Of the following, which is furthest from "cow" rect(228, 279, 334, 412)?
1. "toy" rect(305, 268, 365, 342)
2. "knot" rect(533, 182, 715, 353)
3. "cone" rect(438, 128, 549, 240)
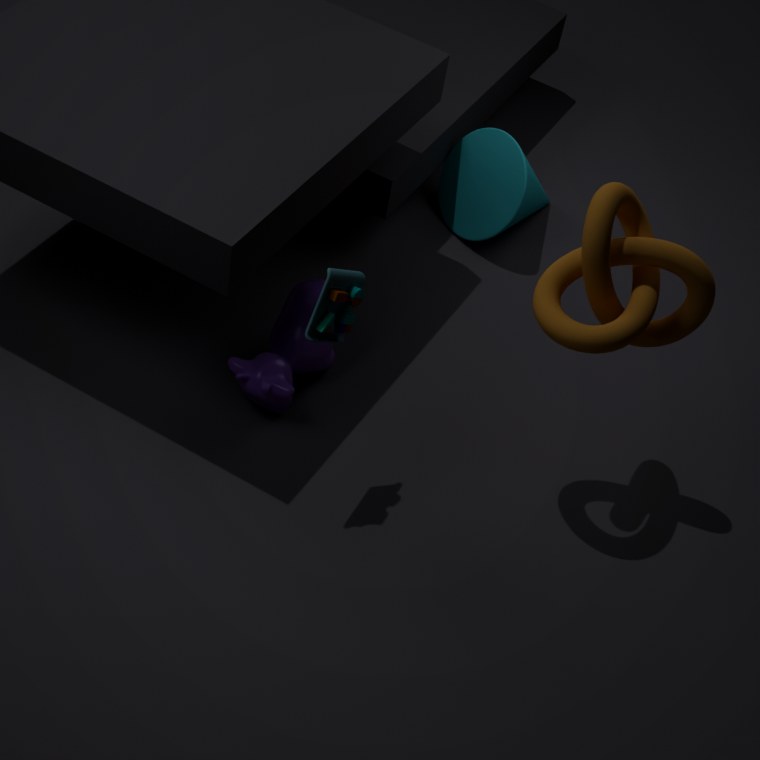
"cone" rect(438, 128, 549, 240)
